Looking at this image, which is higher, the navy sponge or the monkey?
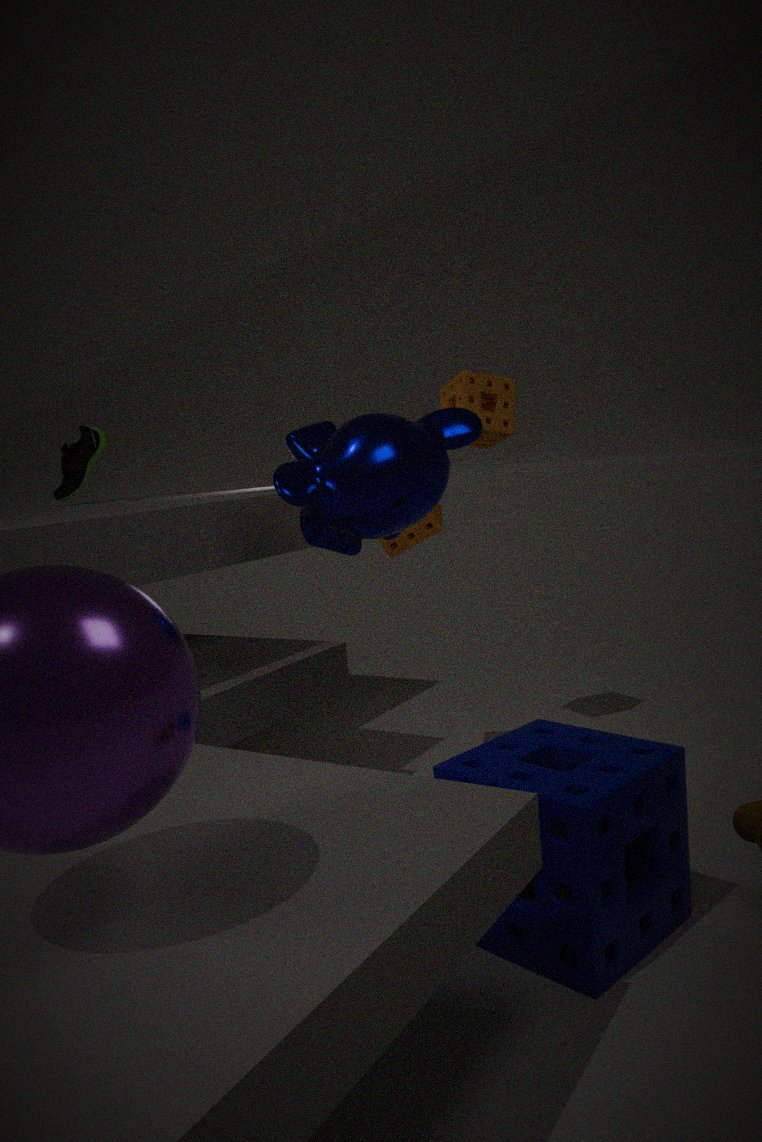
the monkey
